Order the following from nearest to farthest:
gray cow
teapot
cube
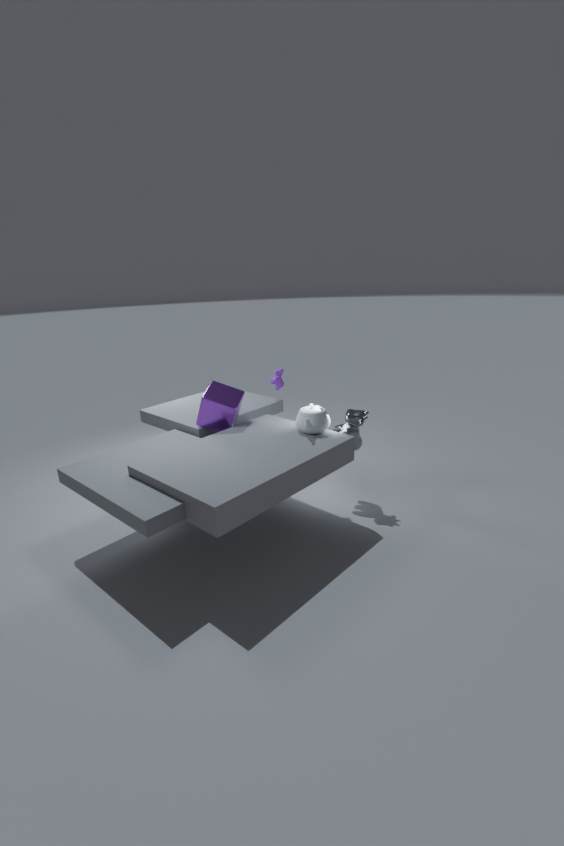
teapot < gray cow < cube
